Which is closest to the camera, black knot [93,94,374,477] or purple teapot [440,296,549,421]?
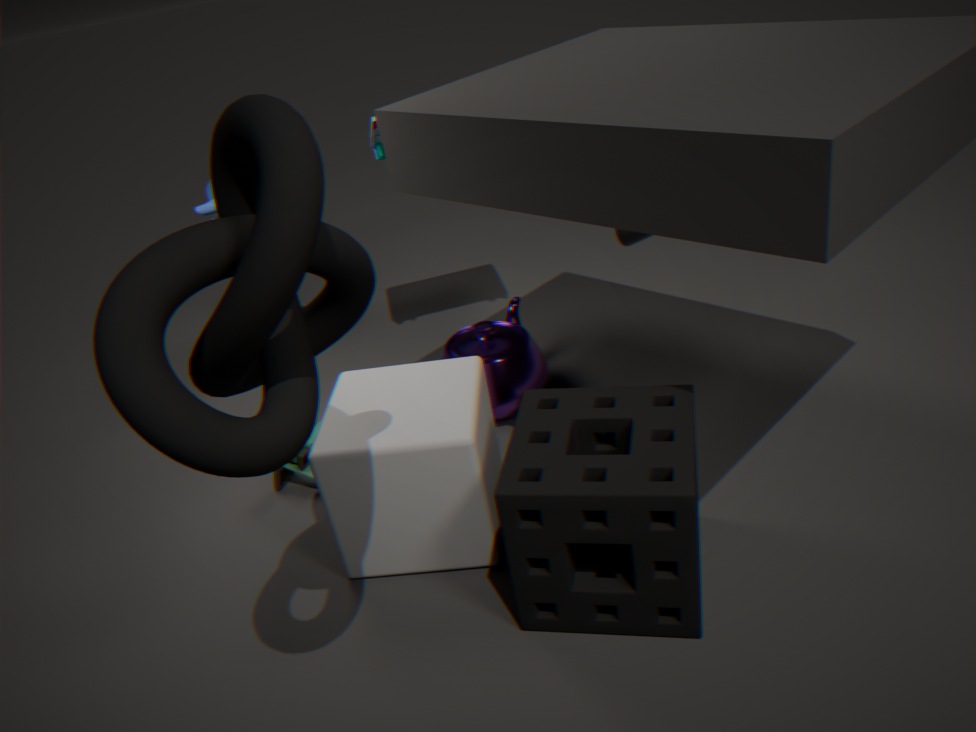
black knot [93,94,374,477]
